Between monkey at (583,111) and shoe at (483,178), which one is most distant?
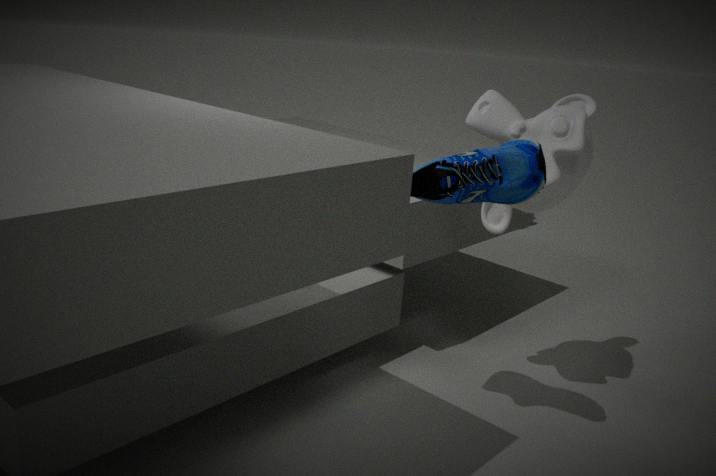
monkey at (583,111)
